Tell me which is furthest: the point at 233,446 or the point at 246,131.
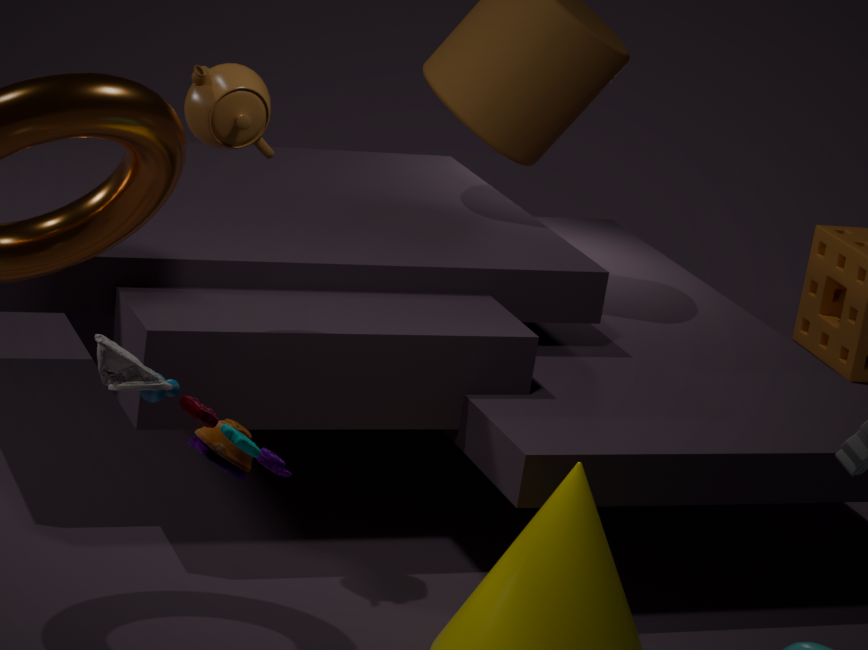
the point at 246,131
